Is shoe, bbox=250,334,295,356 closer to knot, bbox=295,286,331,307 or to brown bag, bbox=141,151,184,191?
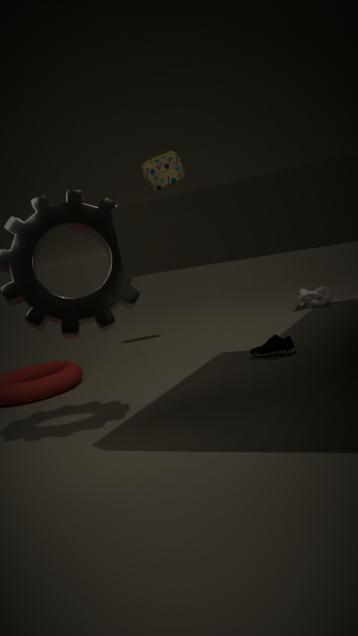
knot, bbox=295,286,331,307
